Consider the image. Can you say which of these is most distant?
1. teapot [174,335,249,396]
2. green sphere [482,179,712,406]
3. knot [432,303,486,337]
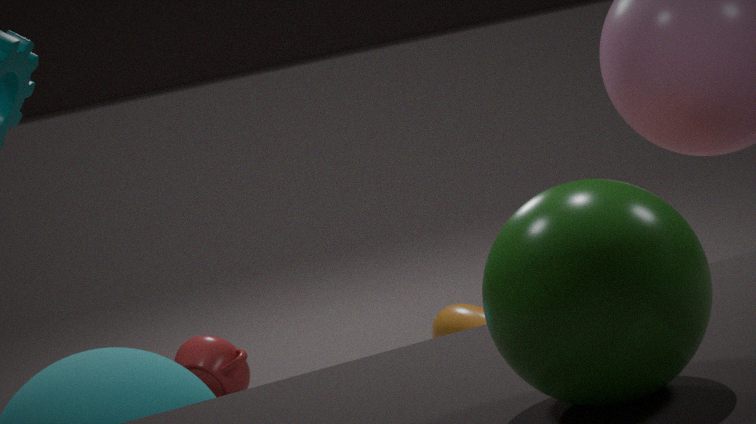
teapot [174,335,249,396]
